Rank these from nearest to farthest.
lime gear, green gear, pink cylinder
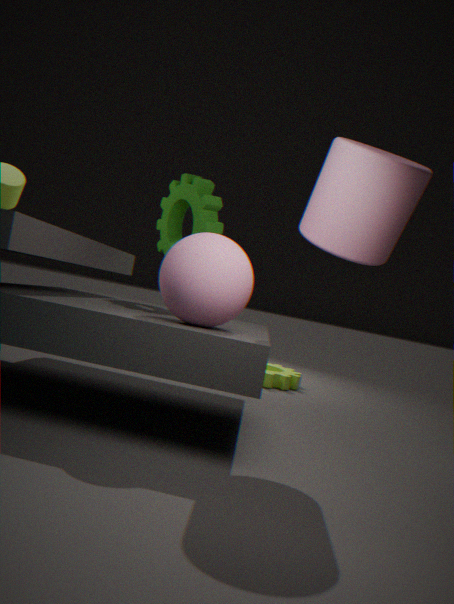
pink cylinder < green gear < lime gear
